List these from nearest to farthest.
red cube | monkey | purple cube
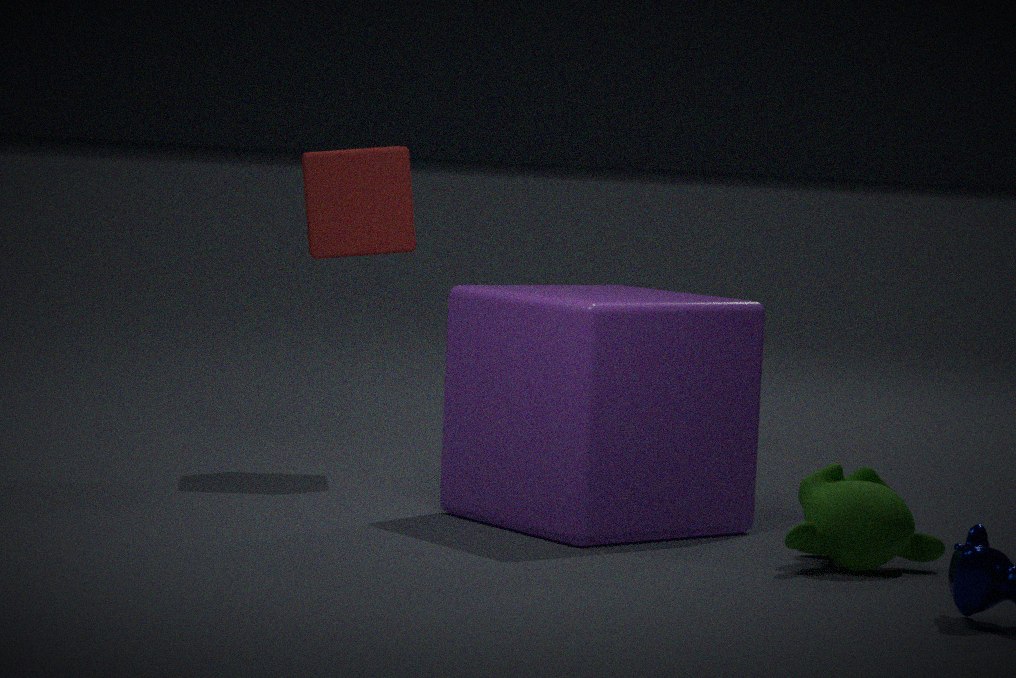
monkey < purple cube < red cube
